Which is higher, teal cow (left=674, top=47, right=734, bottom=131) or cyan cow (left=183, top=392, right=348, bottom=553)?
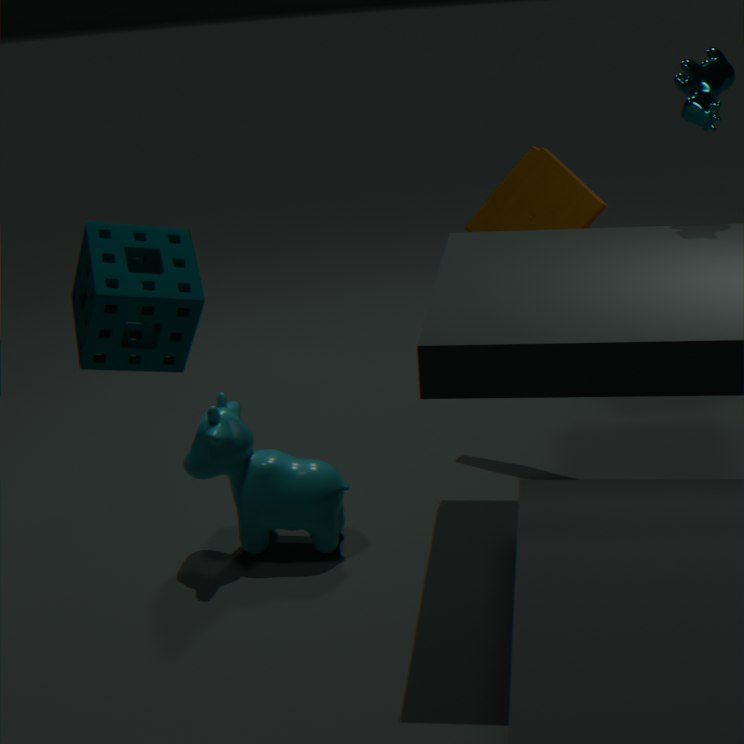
teal cow (left=674, top=47, right=734, bottom=131)
